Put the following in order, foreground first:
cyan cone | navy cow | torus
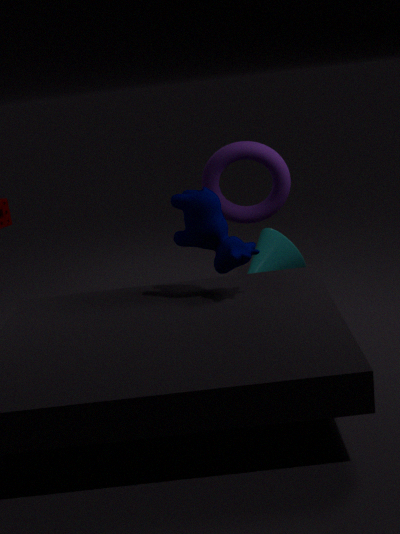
navy cow
torus
cyan cone
